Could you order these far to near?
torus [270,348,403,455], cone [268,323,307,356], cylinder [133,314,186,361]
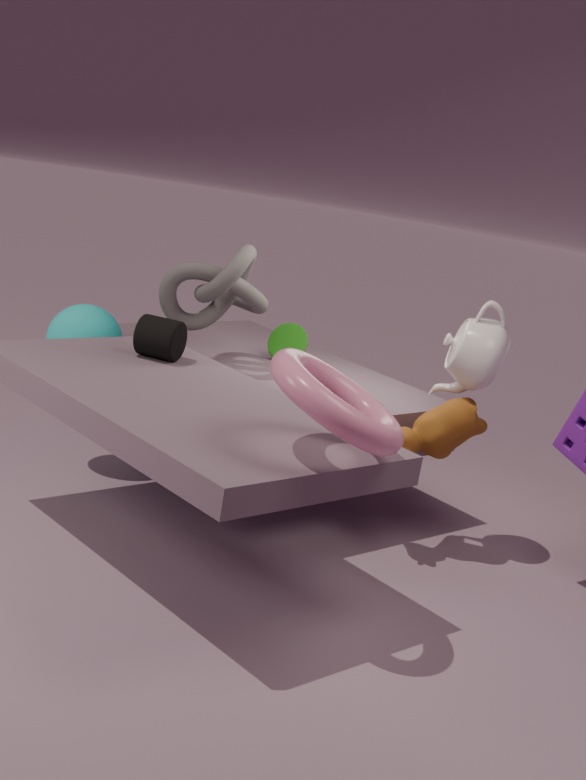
cone [268,323,307,356]
cylinder [133,314,186,361]
torus [270,348,403,455]
